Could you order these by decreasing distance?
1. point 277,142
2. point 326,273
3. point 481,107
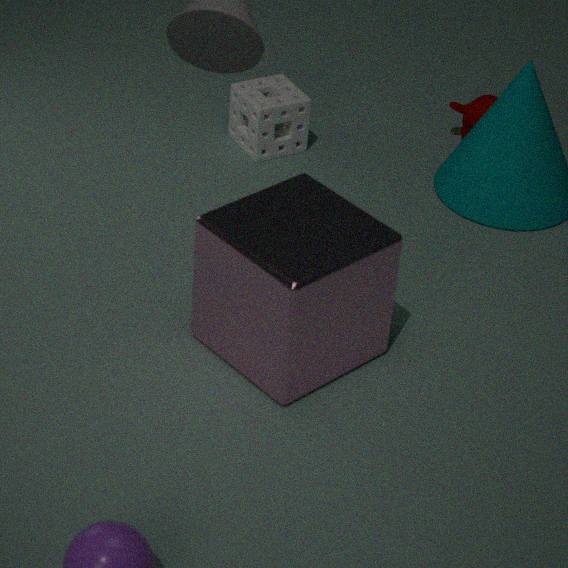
point 481,107 → point 277,142 → point 326,273
